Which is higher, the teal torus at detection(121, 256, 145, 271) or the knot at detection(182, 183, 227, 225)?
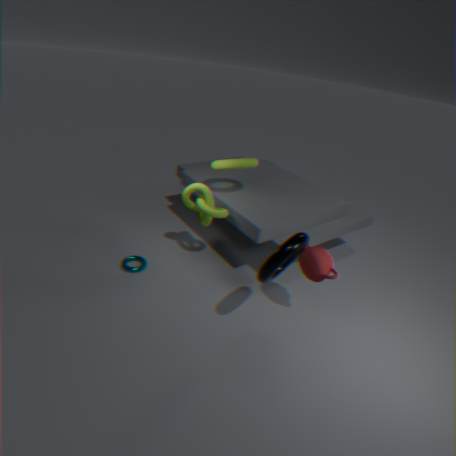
the knot at detection(182, 183, 227, 225)
